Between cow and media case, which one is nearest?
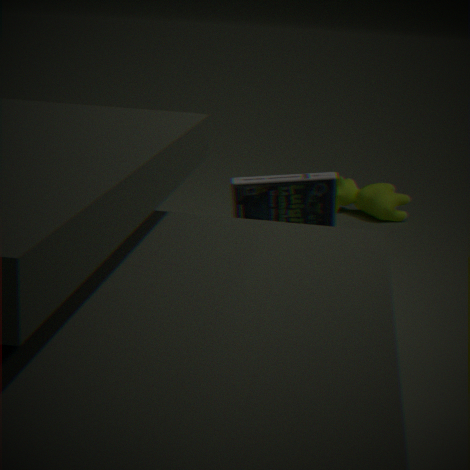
media case
